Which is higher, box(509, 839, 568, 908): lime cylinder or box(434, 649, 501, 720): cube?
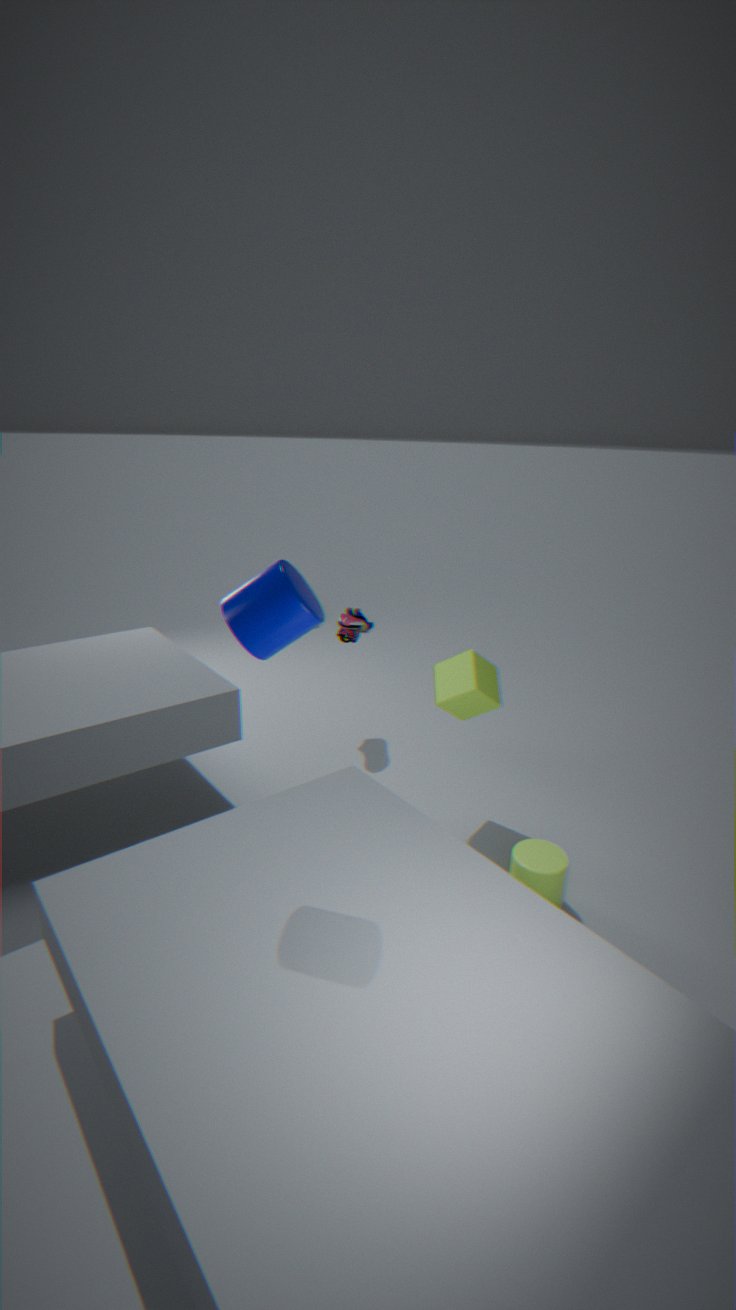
box(434, 649, 501, 720): cube
